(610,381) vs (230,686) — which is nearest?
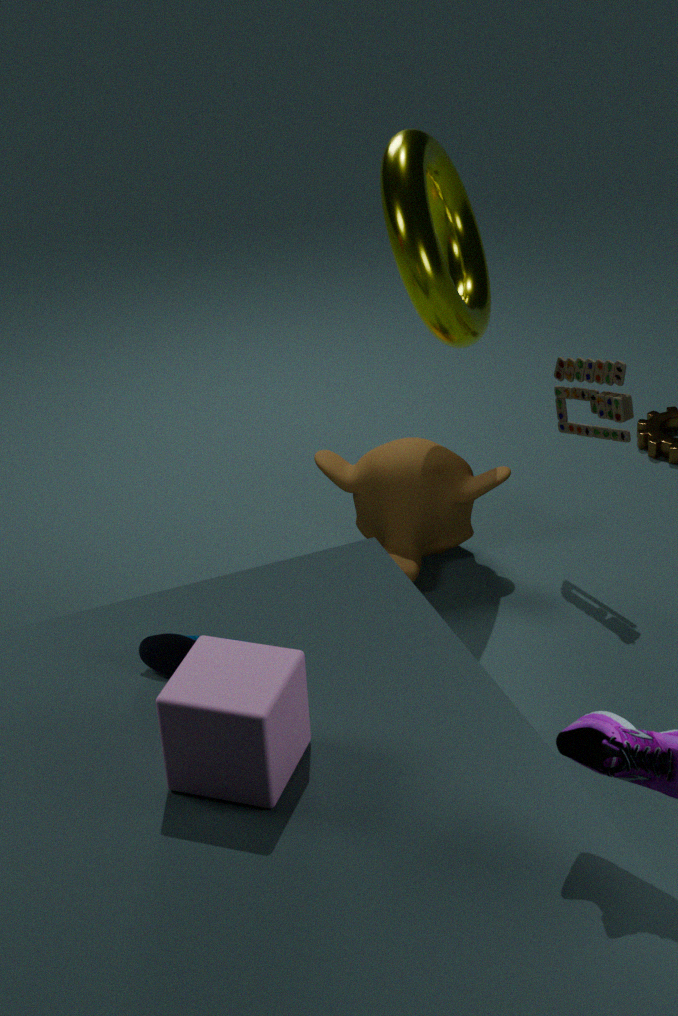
(230,686)
